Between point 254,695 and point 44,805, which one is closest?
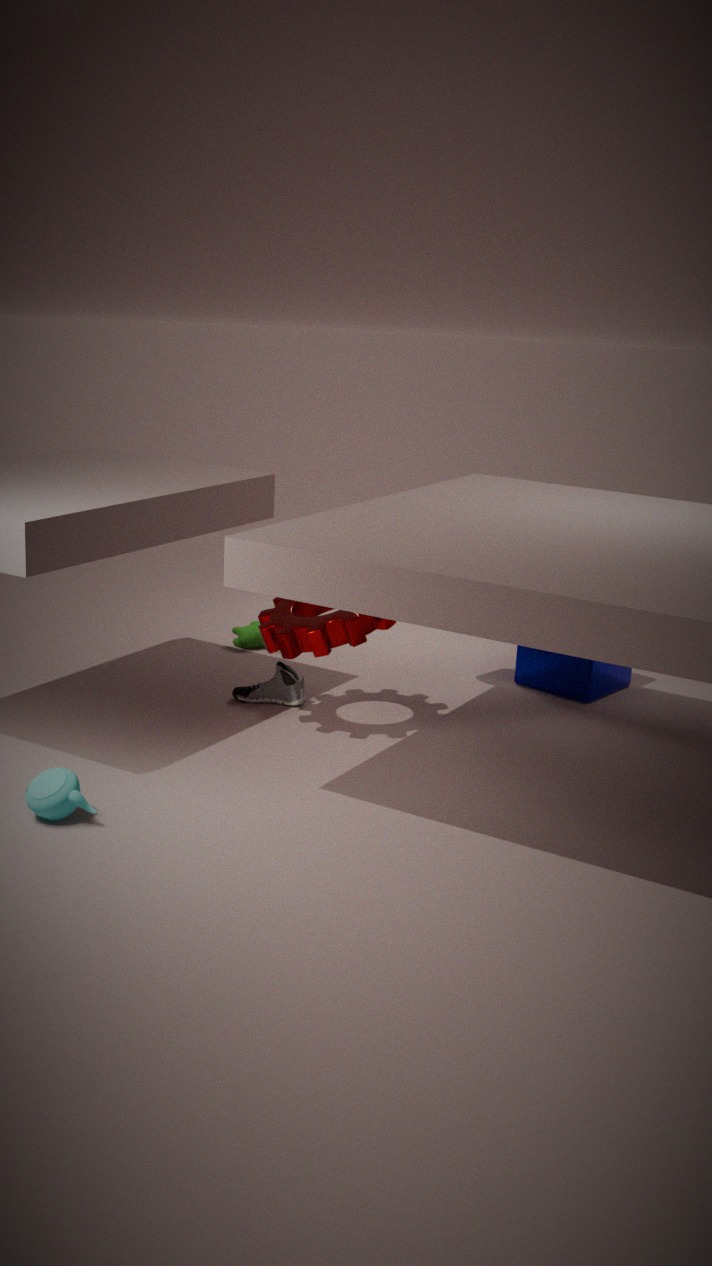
point 44,805
